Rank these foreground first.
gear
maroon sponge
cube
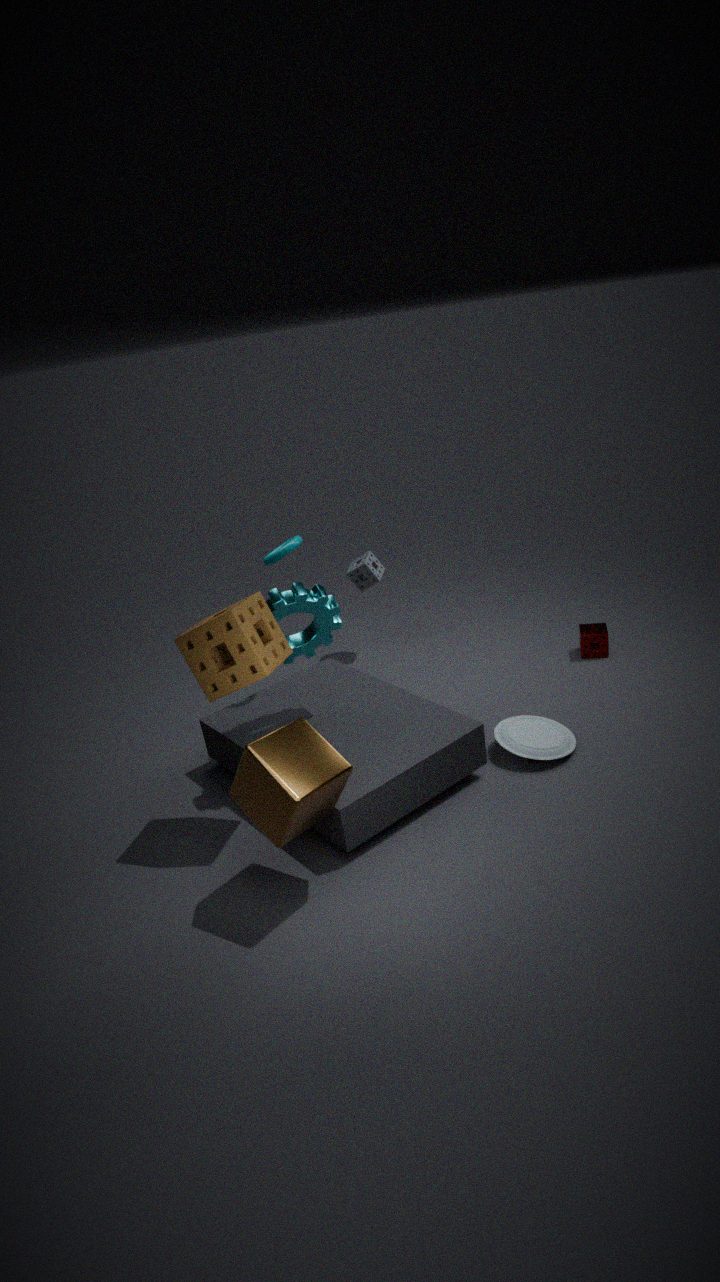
cube < gear < maroon sponge
